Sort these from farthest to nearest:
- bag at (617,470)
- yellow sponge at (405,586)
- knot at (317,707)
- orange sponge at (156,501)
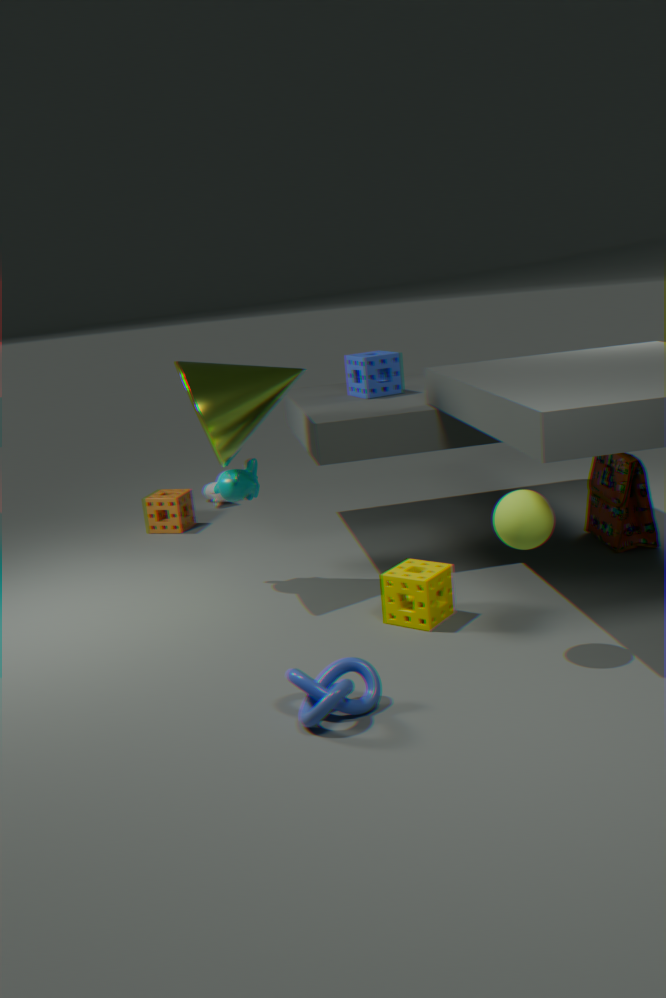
orange sponge at (156,501) → bag at (617,470) → yellow sponge at (405,586) → knot at (317,707)
